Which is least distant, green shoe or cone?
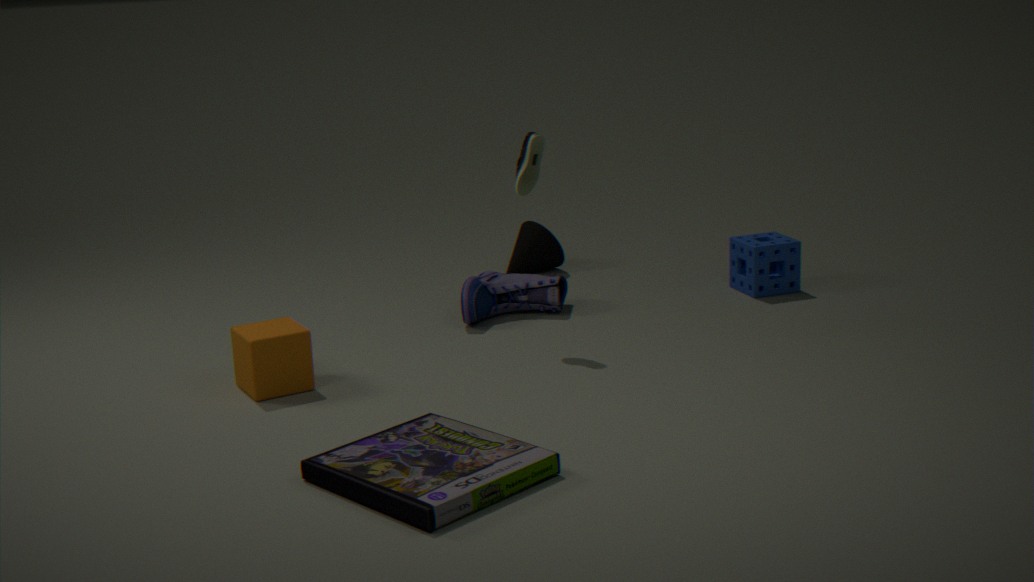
green shoe
